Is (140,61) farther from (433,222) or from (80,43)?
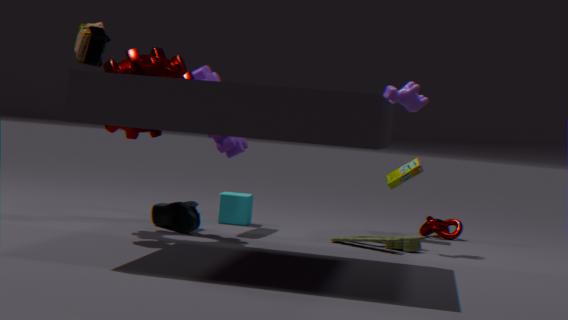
(433,222)
